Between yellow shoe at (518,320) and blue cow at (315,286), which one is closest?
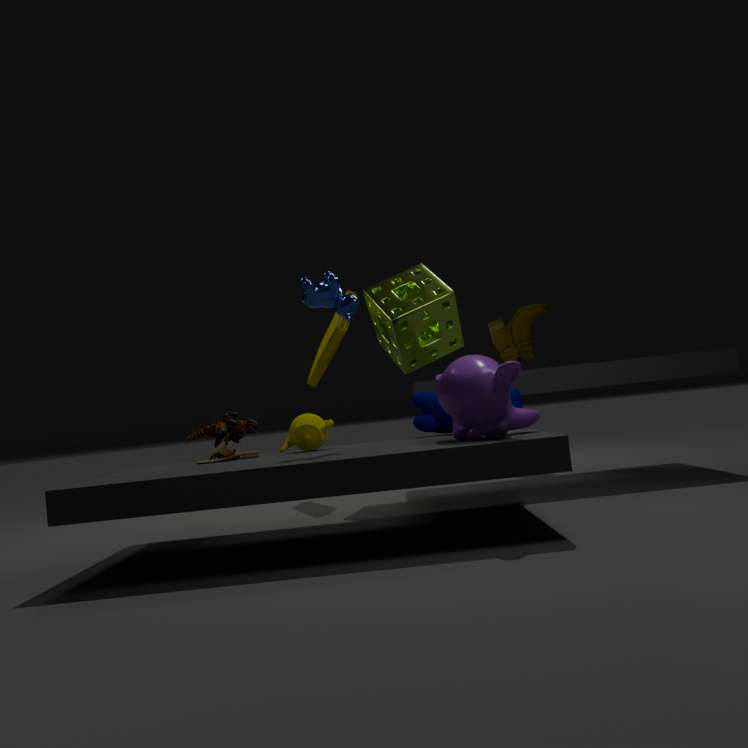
blue cow at (315,286)
